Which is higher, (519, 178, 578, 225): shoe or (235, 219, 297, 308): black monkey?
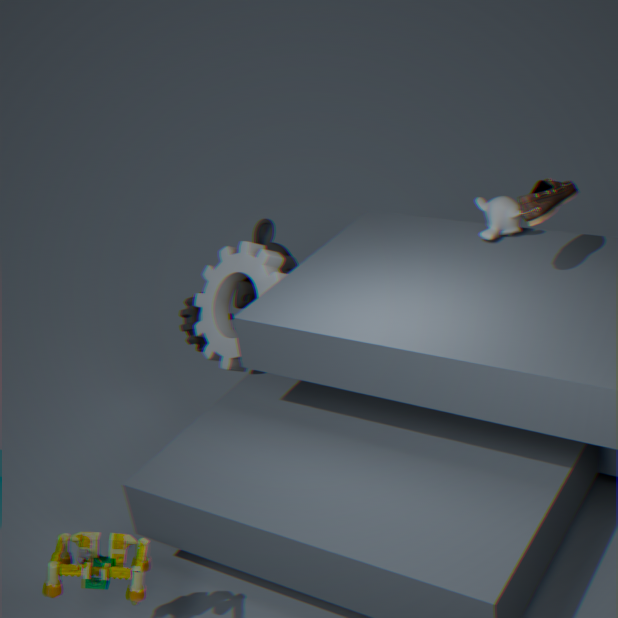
(519, 178, 578, 225): shoe
